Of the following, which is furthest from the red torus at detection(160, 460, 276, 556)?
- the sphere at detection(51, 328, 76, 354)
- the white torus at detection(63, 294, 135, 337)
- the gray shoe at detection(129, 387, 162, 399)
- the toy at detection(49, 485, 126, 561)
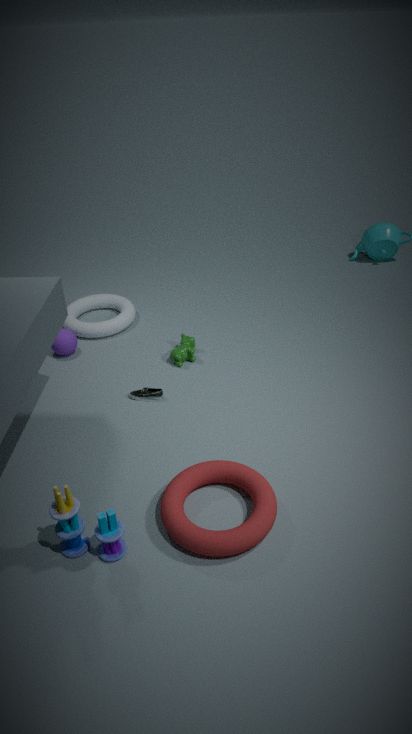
the white torus at detection(63, 294, 135, 337)
